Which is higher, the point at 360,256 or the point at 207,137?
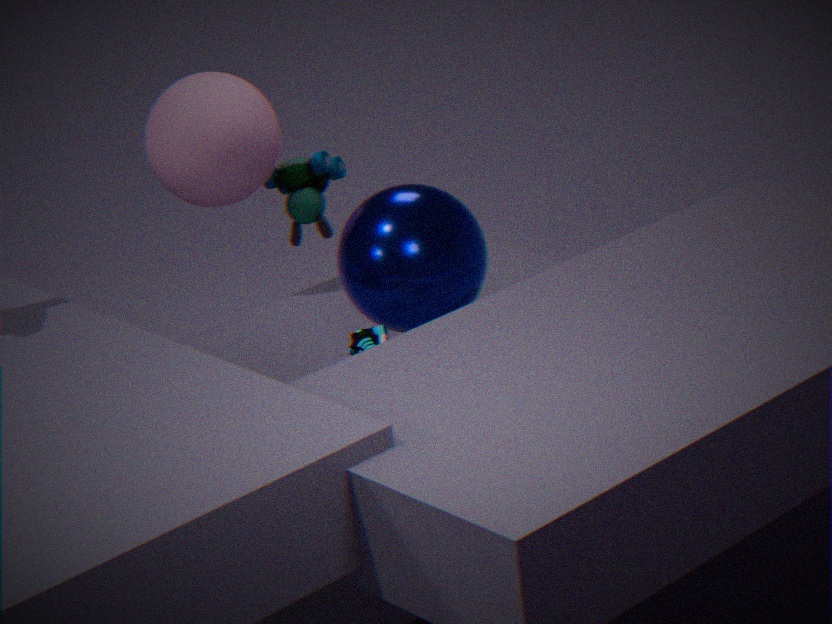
the point at 207,137
